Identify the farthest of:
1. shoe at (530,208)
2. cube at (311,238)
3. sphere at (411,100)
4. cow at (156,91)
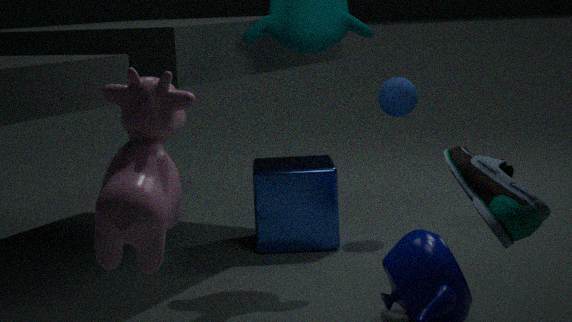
sphere at (411,100)
